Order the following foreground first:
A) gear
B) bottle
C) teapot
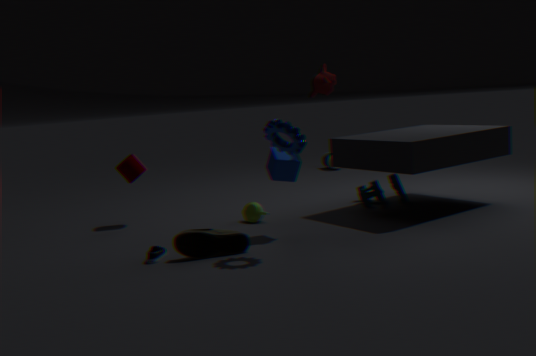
gear
teapot
bottle
